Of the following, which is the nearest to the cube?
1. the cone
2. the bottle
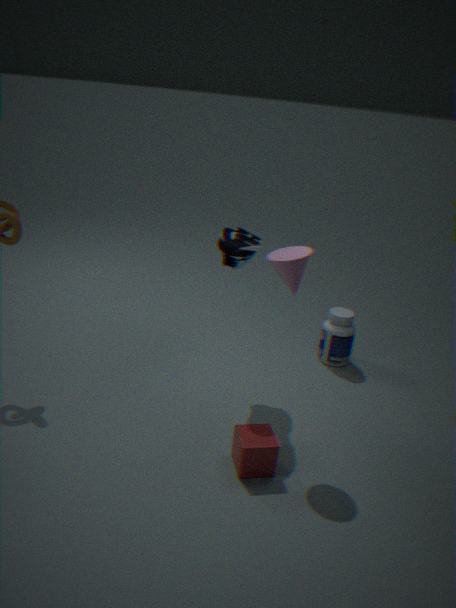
the cone
